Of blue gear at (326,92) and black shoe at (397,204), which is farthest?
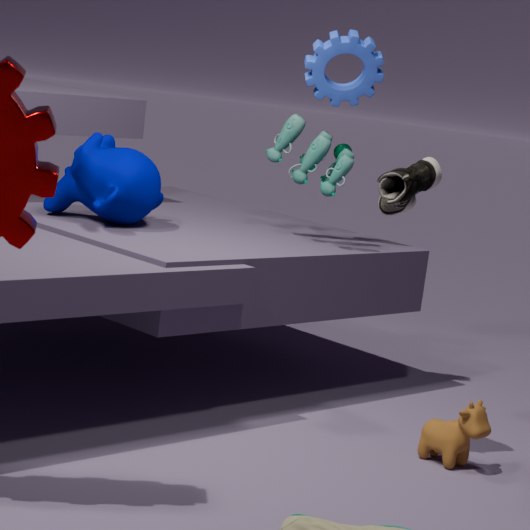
blue gear at (326,92)
